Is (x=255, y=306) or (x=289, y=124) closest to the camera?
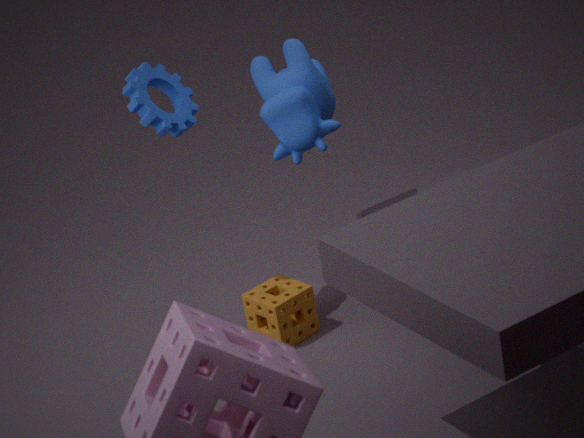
(x=289, y=124)
